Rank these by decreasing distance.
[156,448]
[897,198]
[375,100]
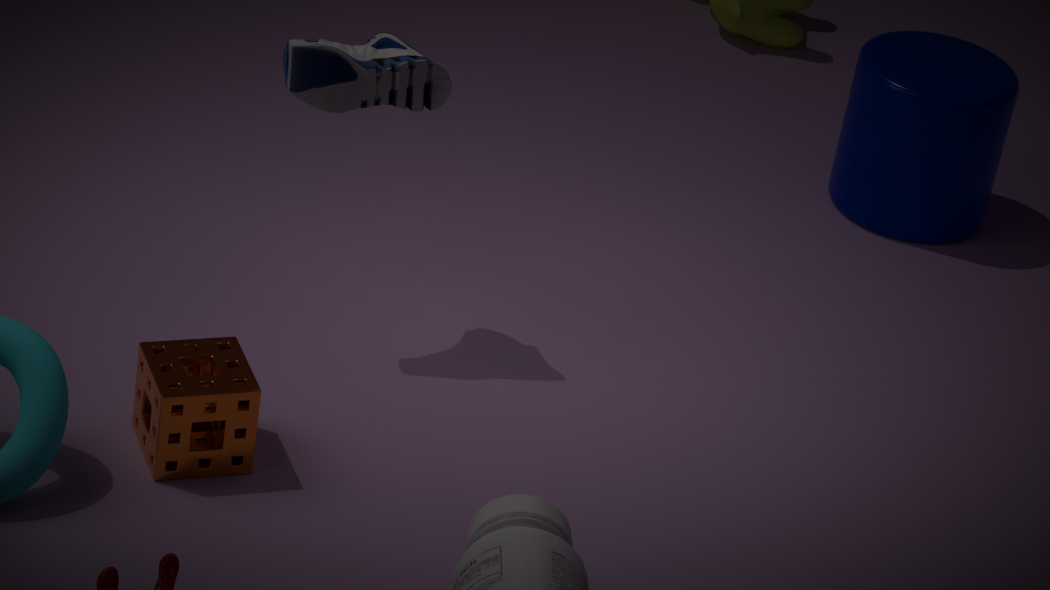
[897,198]
[375,100]
[156,448]
